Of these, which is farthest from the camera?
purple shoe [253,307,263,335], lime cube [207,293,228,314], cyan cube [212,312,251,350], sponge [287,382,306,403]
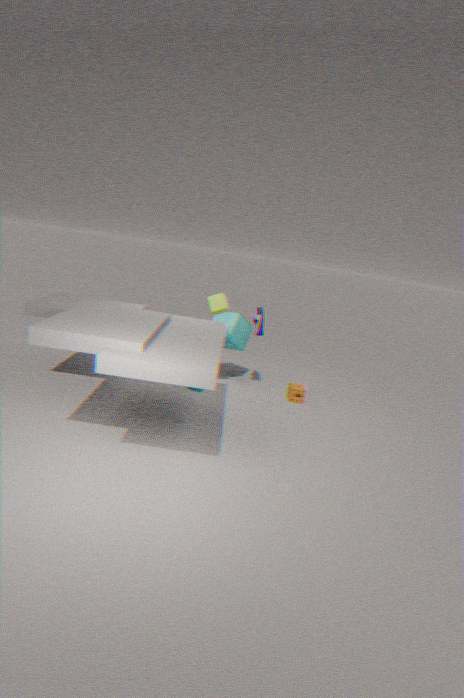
cyan cube [212,312,251,350]
